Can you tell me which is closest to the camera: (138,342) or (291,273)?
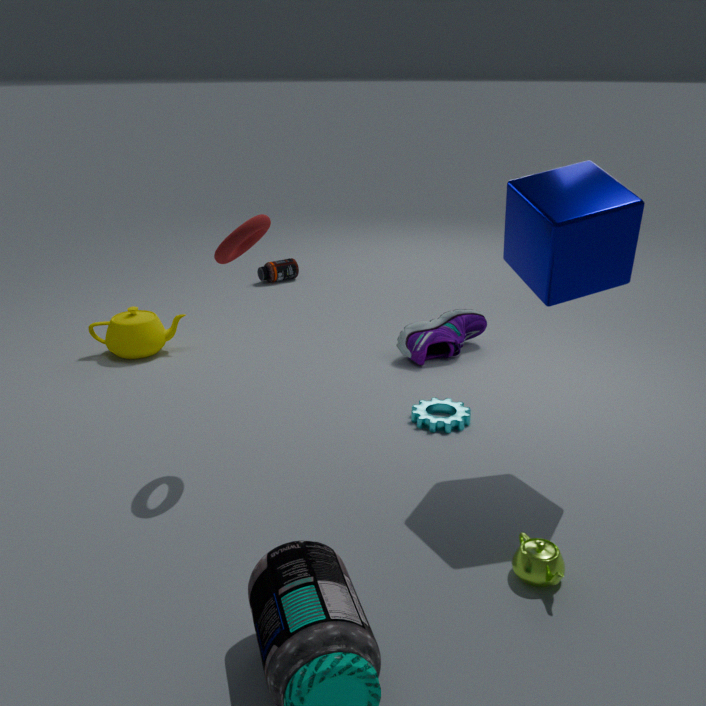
(138,342)
